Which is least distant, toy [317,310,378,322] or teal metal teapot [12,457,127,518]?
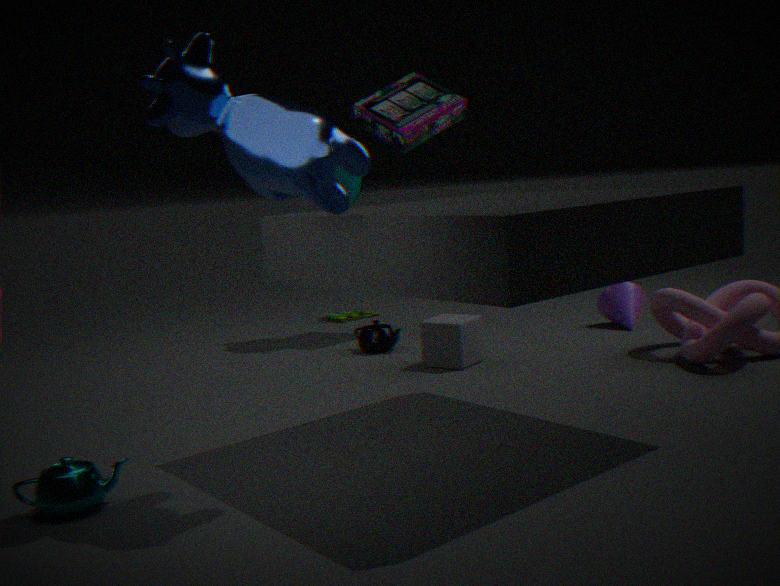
teal metal teapot [12,457,127,518]
